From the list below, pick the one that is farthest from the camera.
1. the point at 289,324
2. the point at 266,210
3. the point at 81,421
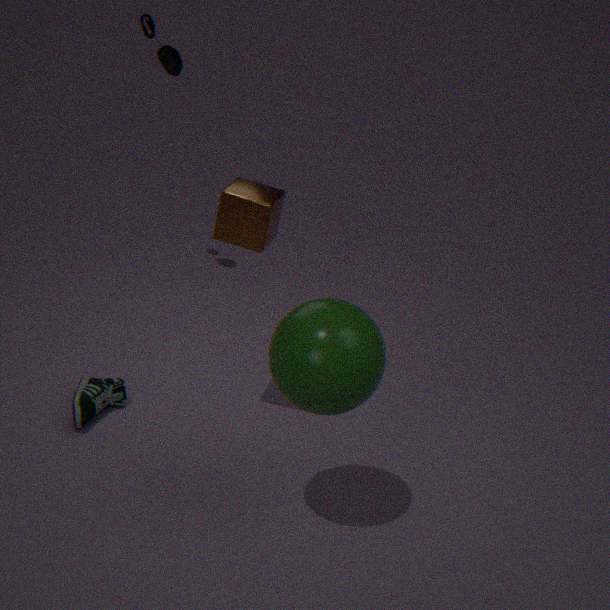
the point at 81,421
